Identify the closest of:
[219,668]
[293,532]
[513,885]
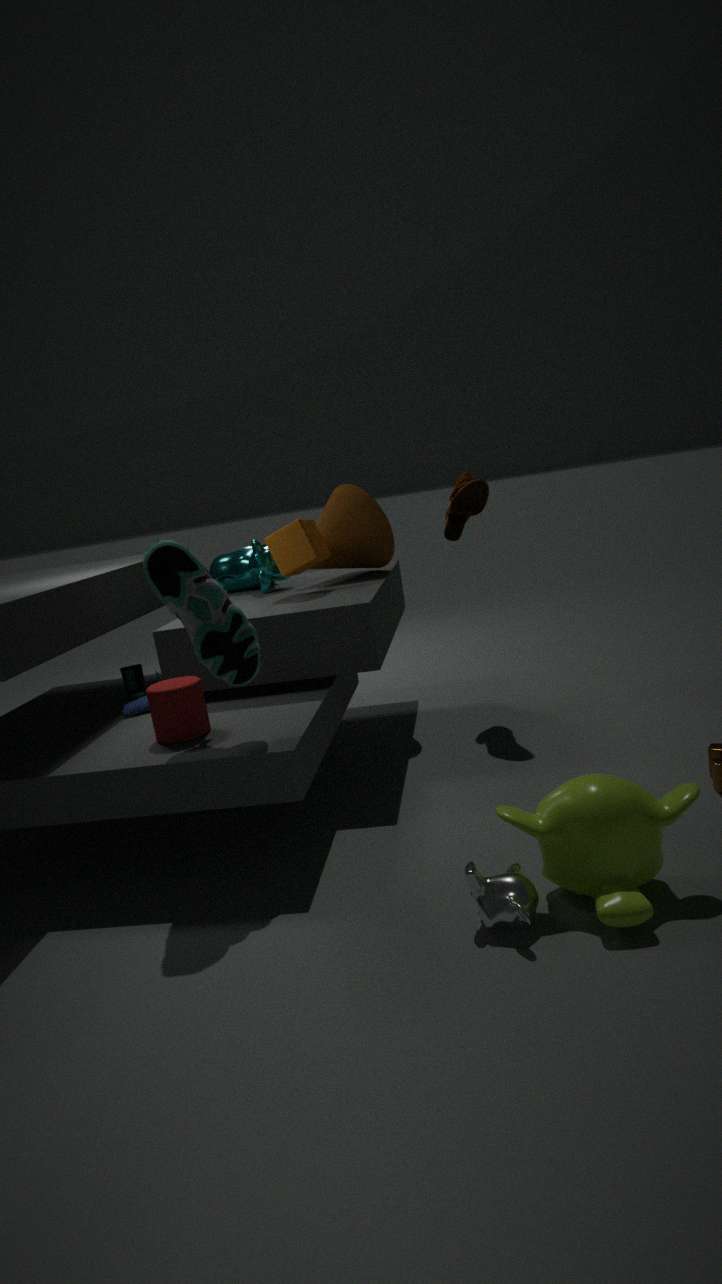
[513,885]
